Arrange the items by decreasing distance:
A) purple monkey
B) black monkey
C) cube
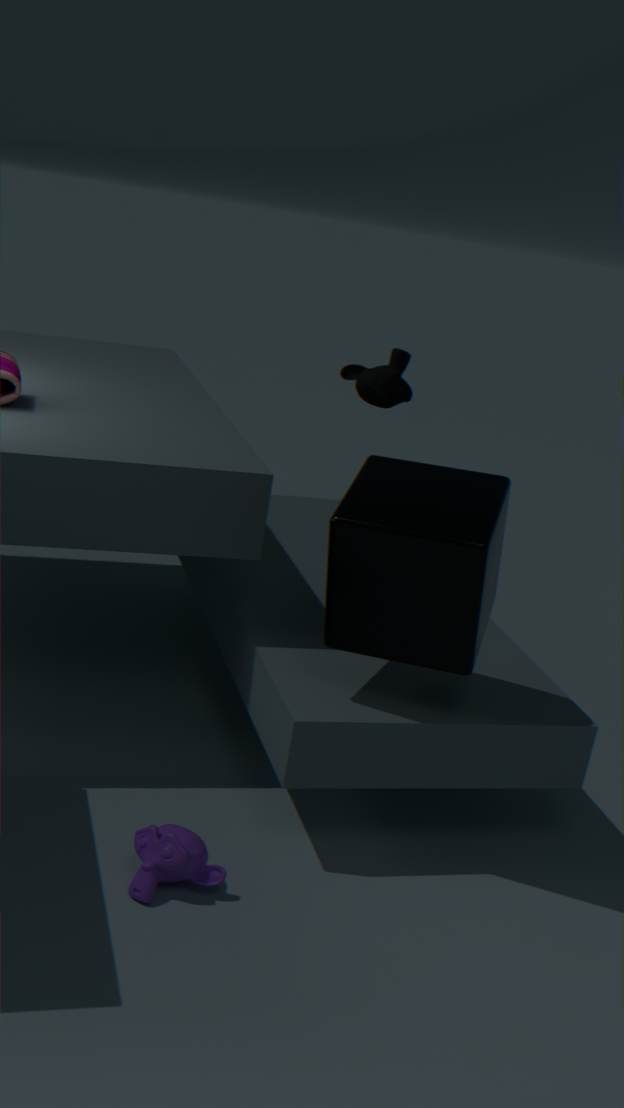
→ black monkey < purple monkey < cube
